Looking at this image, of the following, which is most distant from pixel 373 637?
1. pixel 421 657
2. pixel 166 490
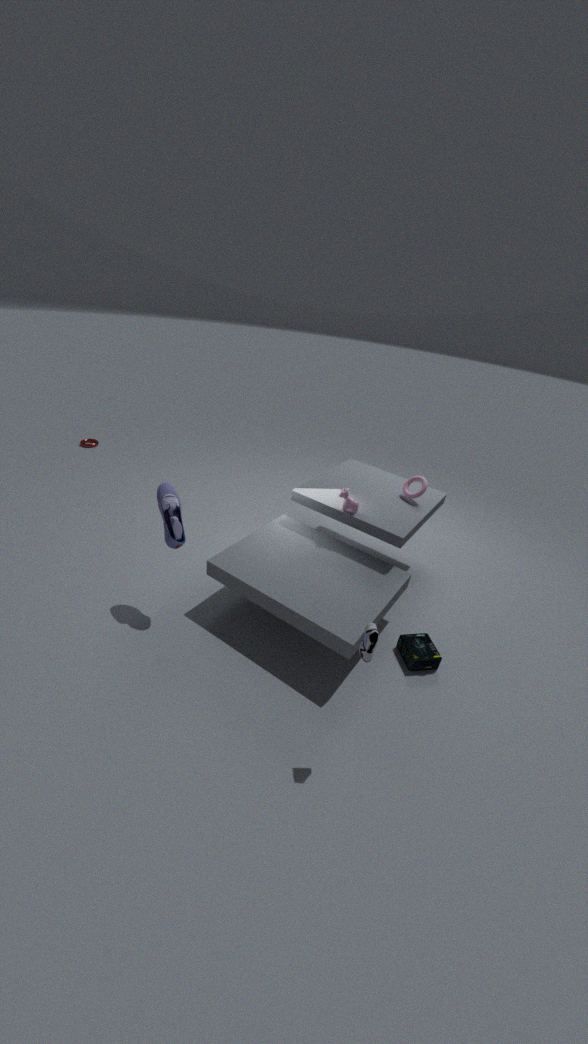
pixel 166 490
